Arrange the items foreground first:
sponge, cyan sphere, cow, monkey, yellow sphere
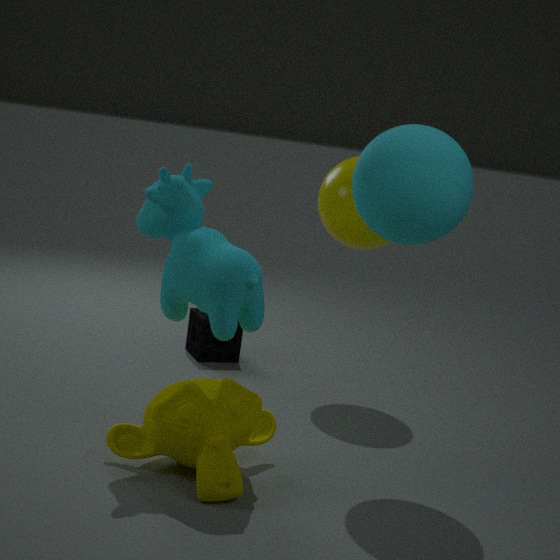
1. monkey
2. cow
3. cyan sphere
4. yellow sphere
5. sponge
